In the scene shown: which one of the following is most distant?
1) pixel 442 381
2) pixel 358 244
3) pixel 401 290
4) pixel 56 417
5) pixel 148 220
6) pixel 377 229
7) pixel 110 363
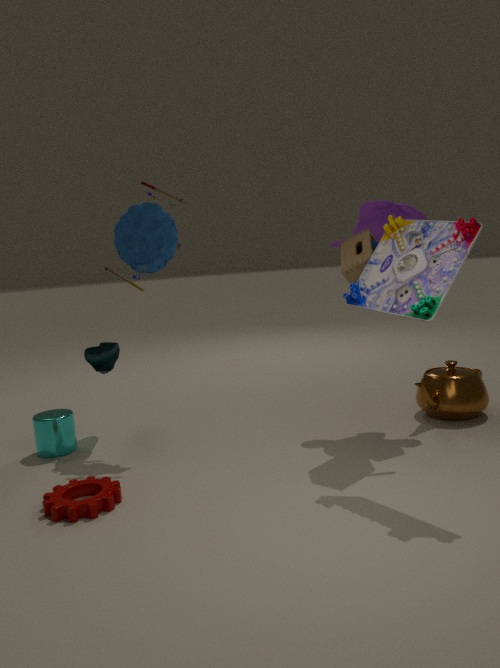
7. pixel 110 363
